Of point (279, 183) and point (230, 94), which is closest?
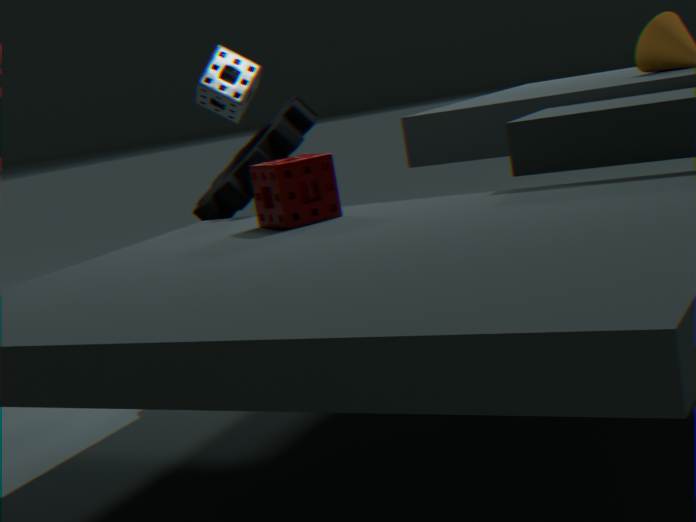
point (279, 183)
